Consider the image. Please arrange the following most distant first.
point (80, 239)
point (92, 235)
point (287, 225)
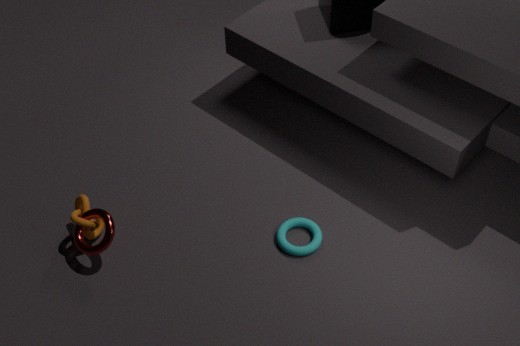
point (287, 225), point (92, 235), point (80, 239)
